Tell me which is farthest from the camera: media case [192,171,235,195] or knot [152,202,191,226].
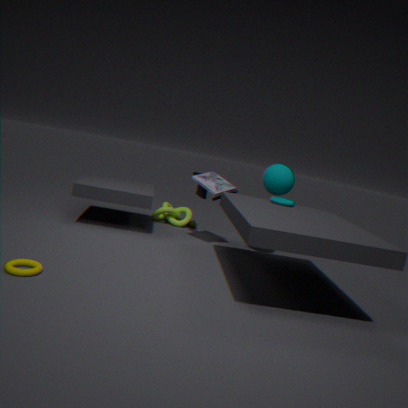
knot [152,202,191,226]
